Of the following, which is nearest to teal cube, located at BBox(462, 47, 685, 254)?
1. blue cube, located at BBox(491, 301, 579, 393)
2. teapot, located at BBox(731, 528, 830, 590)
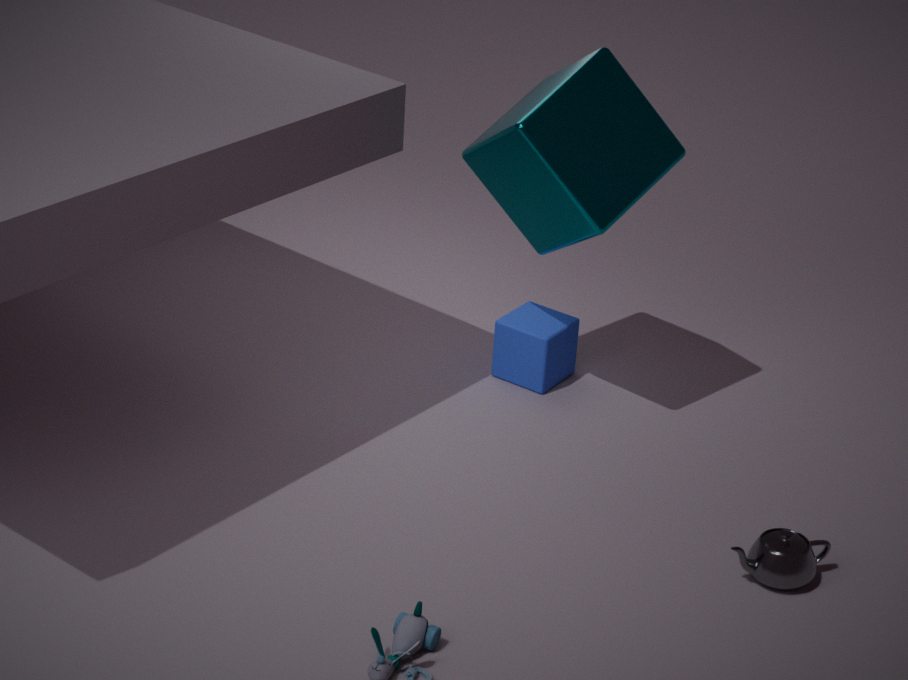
blue cube, located at BBox(491, 301, 579, 393)
